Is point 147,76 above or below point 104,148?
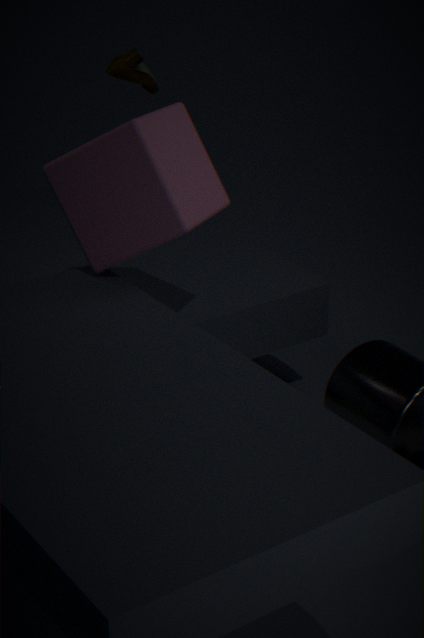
above
